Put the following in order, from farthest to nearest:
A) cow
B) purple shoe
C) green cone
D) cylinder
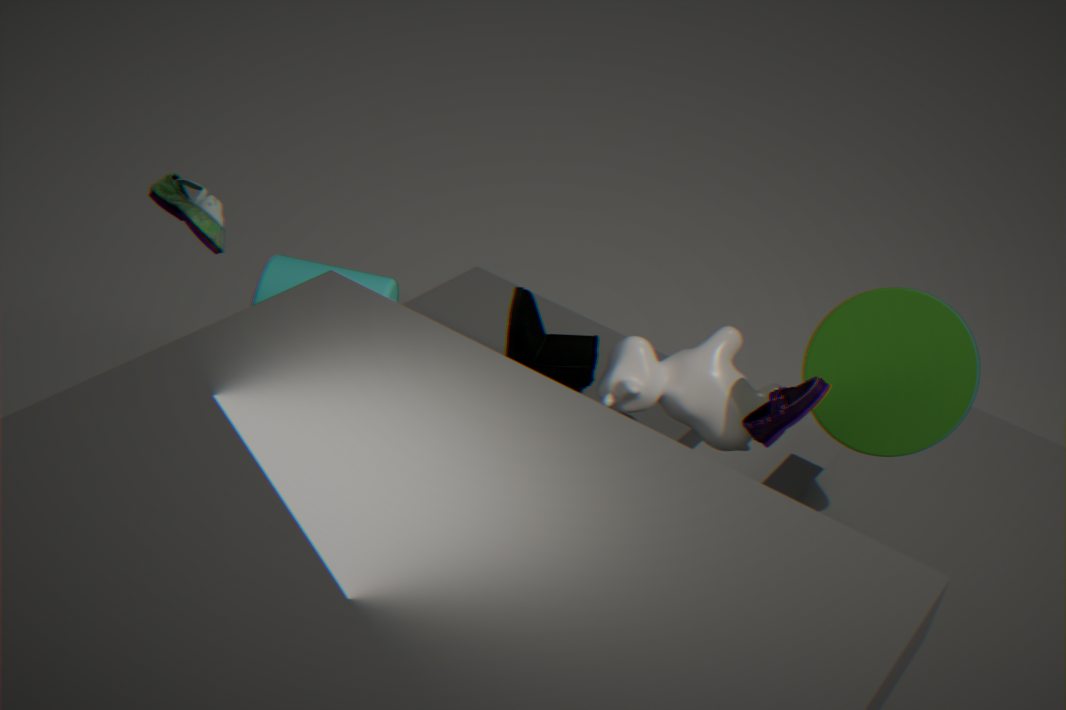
cylinder → cow → green cone → purple shoe
